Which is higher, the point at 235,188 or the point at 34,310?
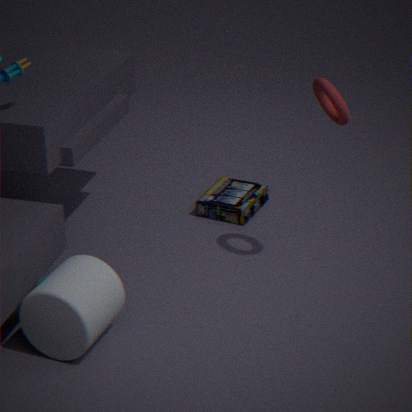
the point at 34,310
